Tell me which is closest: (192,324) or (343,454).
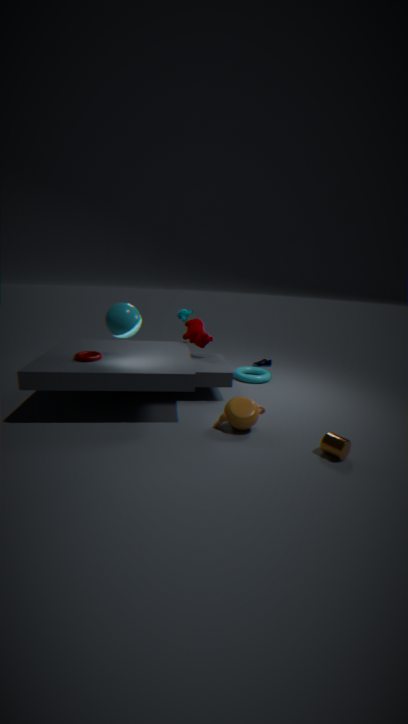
(343,454)
